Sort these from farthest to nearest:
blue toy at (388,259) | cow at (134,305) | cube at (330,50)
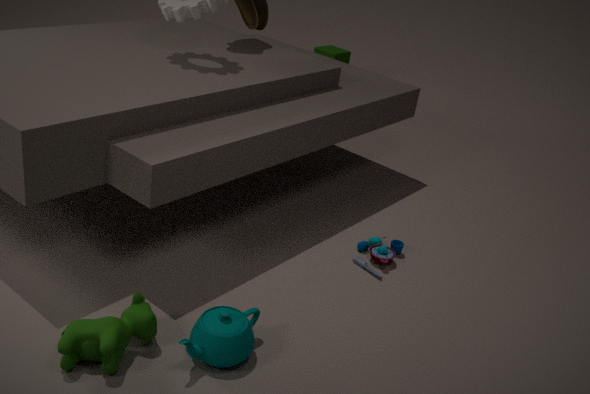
cube at (330,50) → blue toy at (388,259) → cow at (134,305)
